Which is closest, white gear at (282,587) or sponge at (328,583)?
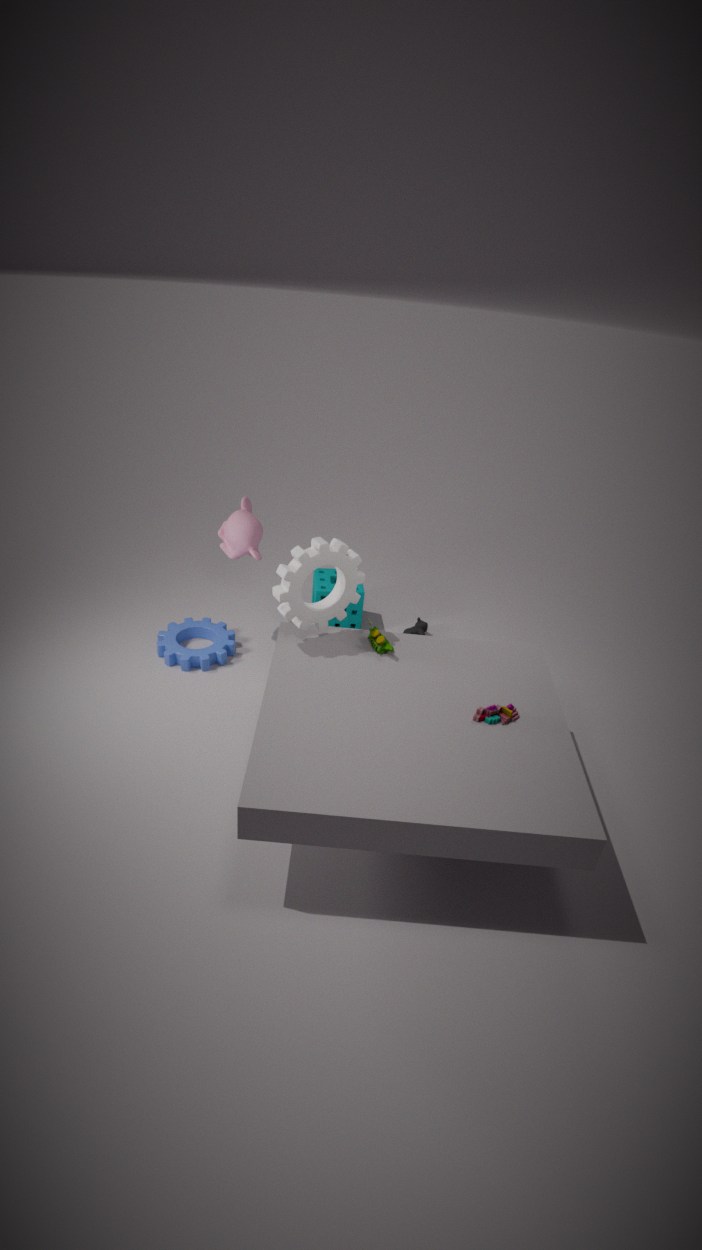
white gear at (282,587)
